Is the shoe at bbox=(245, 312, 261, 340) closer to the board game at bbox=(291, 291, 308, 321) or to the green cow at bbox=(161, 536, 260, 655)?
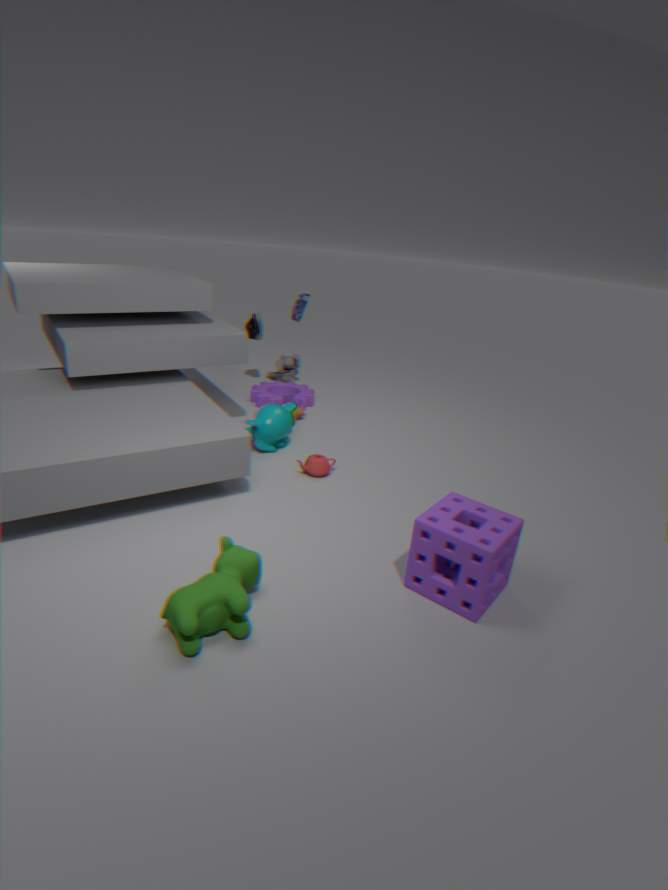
the board game at bbox=(291, 291, 308, 321)
